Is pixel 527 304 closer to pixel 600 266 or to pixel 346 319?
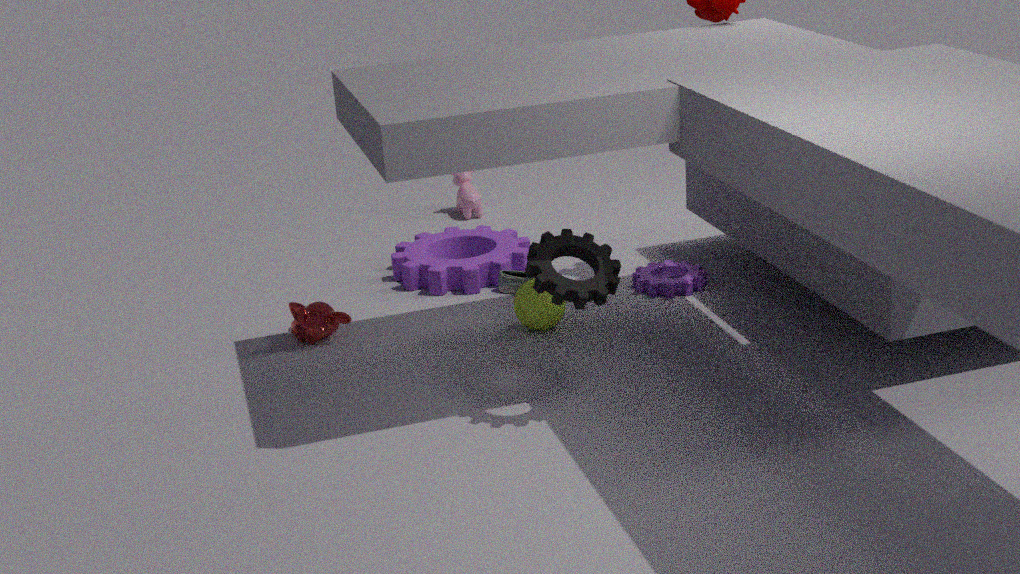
pixel 600 266
